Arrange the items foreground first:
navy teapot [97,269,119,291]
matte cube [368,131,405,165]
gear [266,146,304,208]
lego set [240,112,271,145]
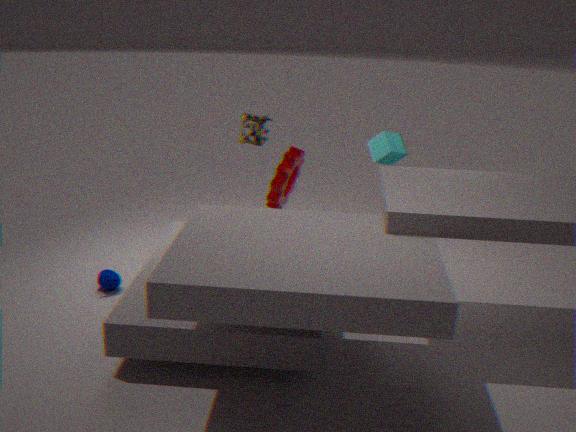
navy teapot [97,269,119,291]
matte cube [368,131,405,165]
lego set [240,112,271,145]
gear [266,146,304,208]
